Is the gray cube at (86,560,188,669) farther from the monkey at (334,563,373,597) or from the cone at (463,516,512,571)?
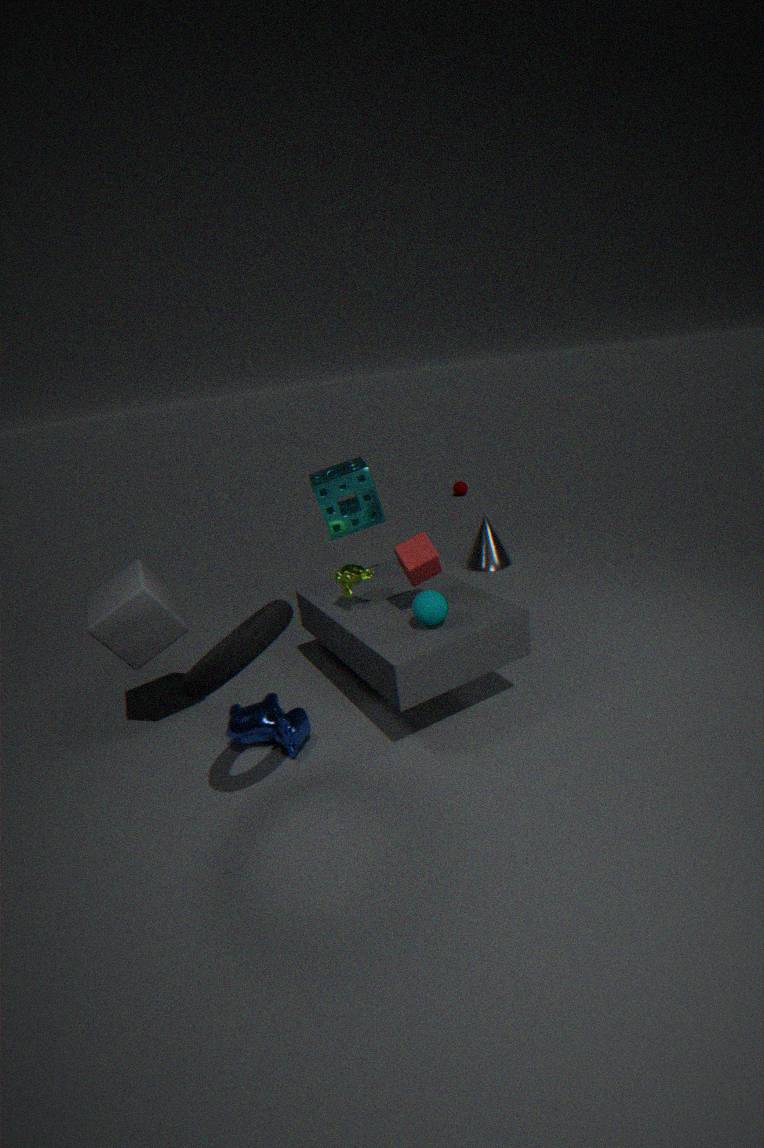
the cone at (463,516,512,571)
